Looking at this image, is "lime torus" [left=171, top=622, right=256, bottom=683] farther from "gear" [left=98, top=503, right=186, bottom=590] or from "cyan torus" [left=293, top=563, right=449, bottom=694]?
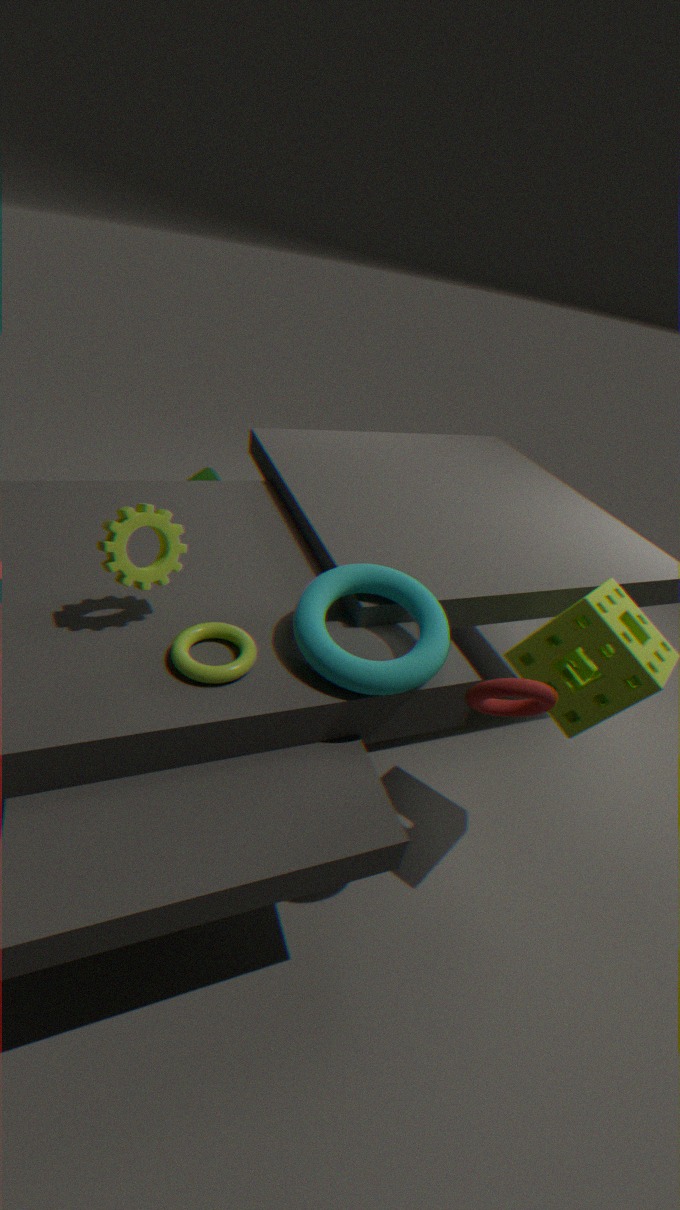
"gear" [left=98, top=503, right=186, bottom=590]
